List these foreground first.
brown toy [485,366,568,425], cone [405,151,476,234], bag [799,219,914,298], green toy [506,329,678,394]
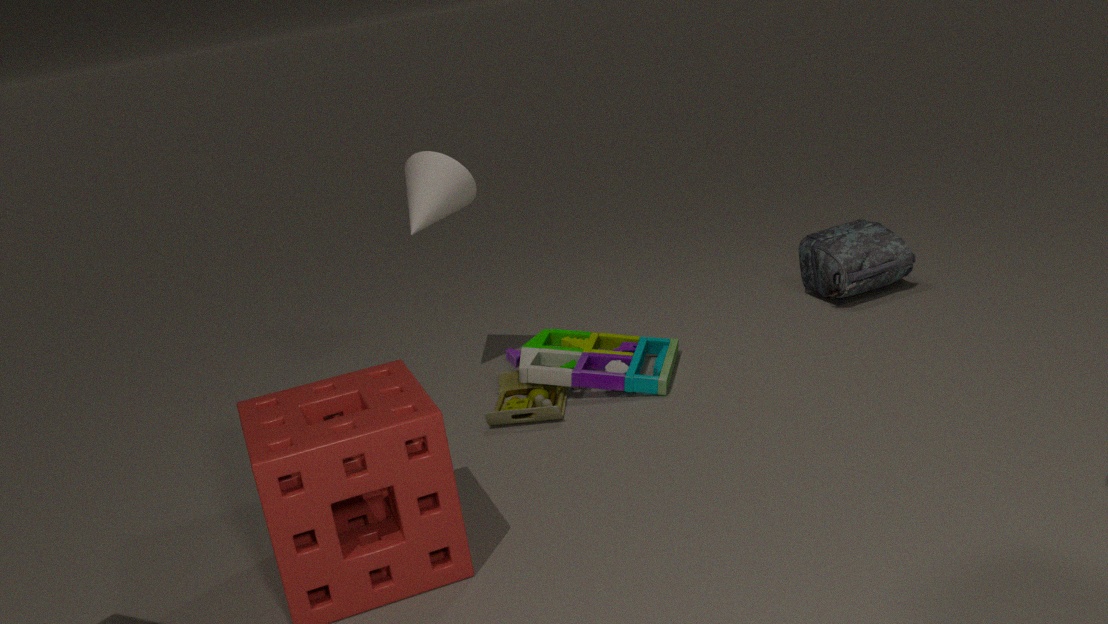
brown toy [485,366,568,425] < green toy [506,329,678,394] < cone [405,151,476,234] < bag [799,219,914,298]
